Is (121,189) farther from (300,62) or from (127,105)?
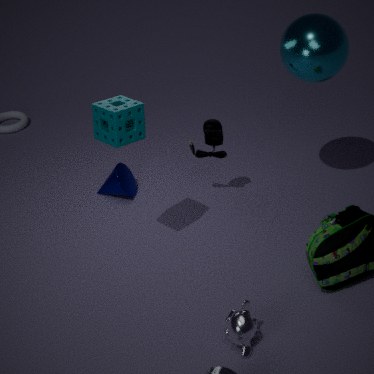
(300,62)
